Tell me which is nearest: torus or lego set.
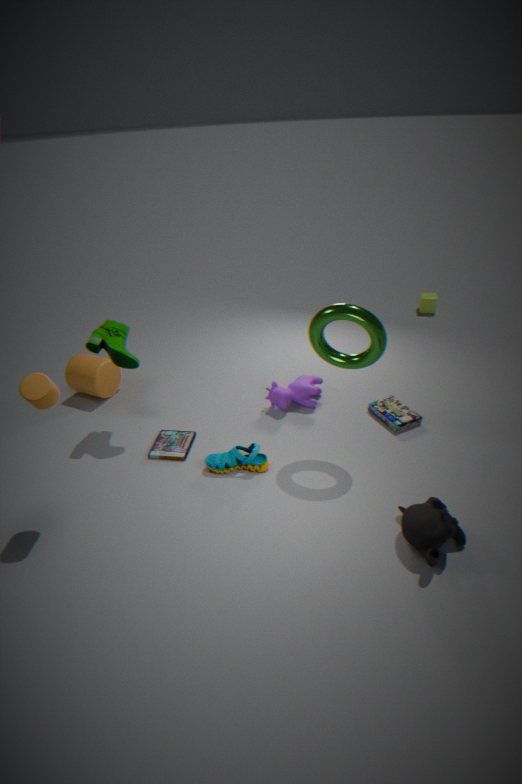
torus
